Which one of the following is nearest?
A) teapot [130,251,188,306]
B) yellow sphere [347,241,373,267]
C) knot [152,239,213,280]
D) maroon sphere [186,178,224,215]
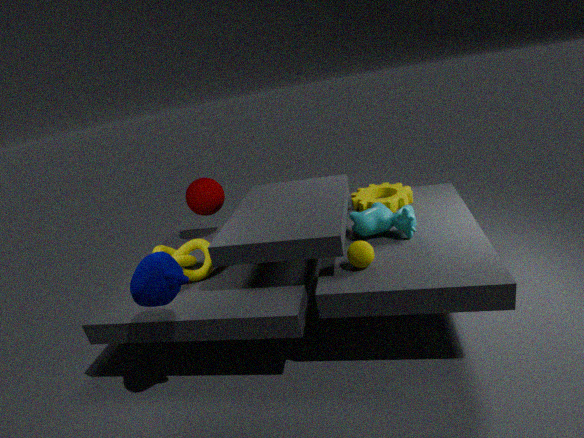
teapot [130,251,188,306]
